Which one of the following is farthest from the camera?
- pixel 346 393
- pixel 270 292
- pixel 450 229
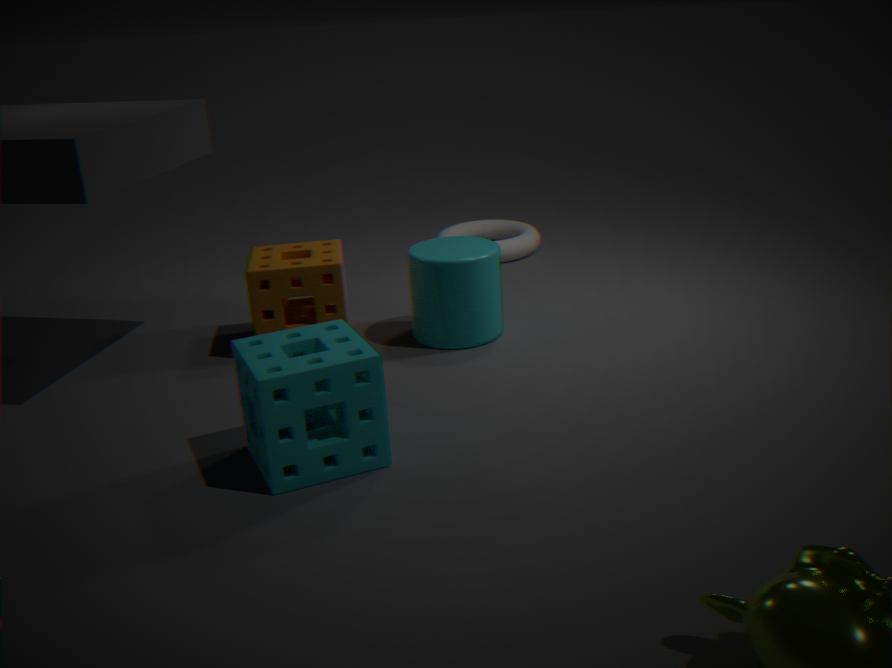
pixel 450 229
